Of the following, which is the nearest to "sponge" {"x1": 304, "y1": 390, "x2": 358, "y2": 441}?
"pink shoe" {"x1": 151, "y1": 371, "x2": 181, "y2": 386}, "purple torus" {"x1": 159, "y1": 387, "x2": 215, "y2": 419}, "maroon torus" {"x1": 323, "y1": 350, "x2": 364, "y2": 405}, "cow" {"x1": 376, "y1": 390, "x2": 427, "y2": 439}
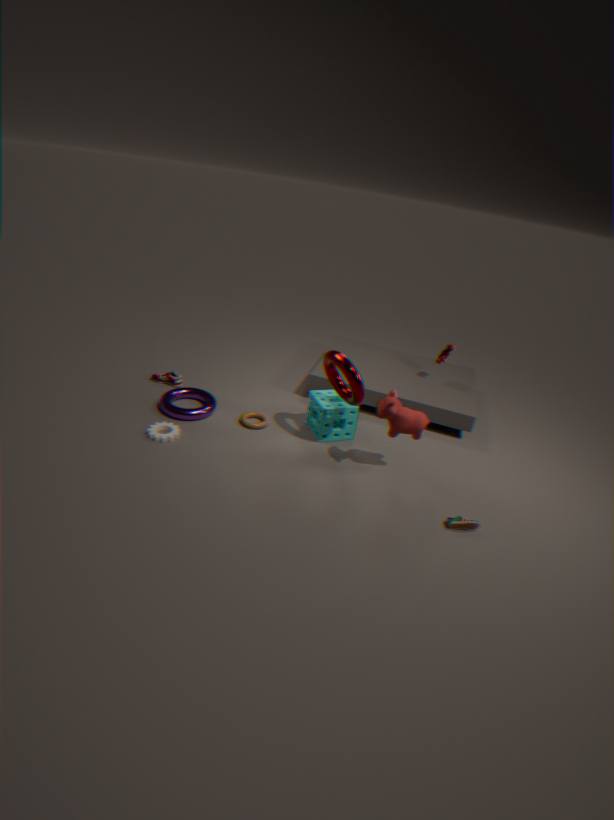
"maroon torus" {"x1": 323, "y1": 350, "x2": 364, "y2": 405}
